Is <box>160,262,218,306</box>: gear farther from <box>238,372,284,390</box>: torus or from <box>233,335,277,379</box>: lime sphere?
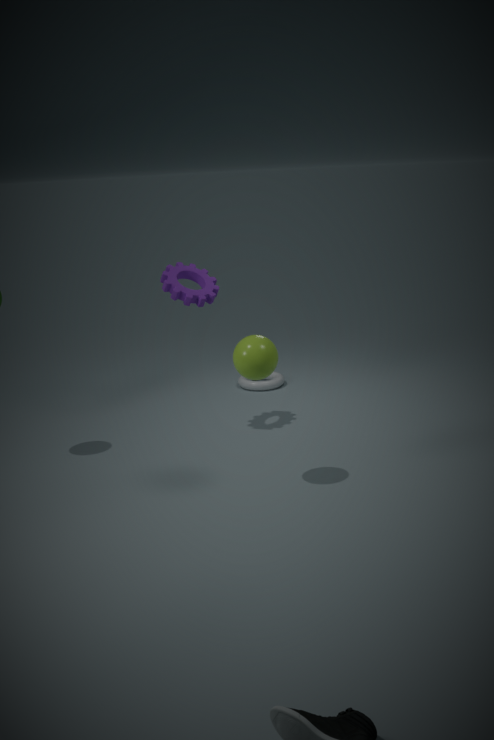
<box>238,372,284,390</box>: torus
